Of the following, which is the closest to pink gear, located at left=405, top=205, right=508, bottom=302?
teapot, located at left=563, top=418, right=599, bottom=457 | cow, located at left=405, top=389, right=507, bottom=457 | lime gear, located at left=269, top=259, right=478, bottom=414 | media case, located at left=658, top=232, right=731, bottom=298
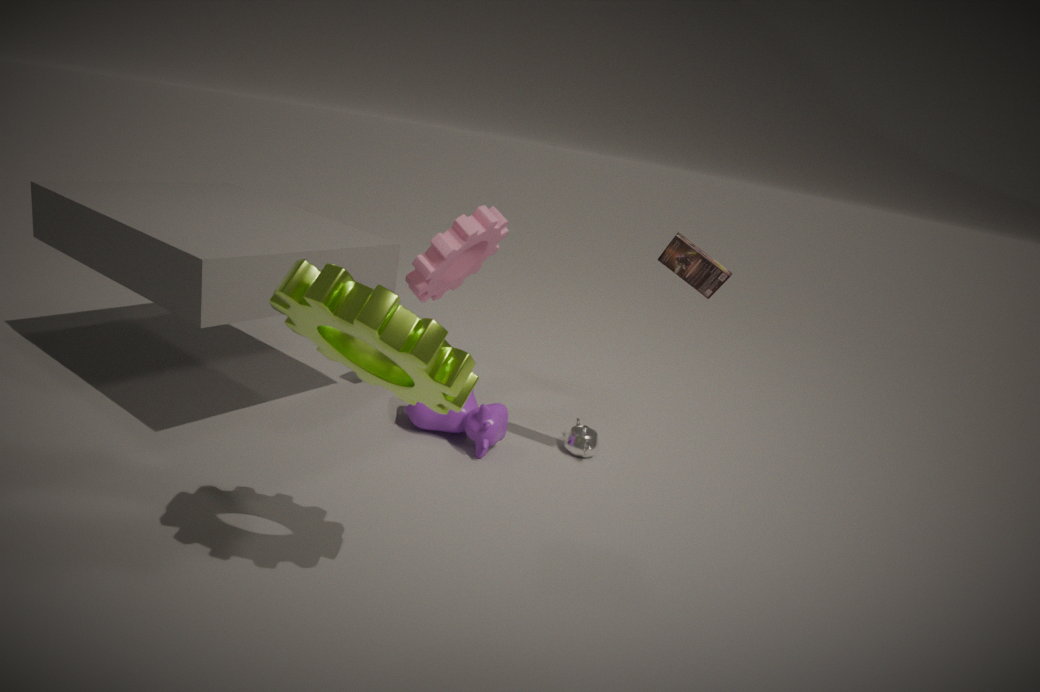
cow, located at left=405, top=389, right=507, bottom=457
